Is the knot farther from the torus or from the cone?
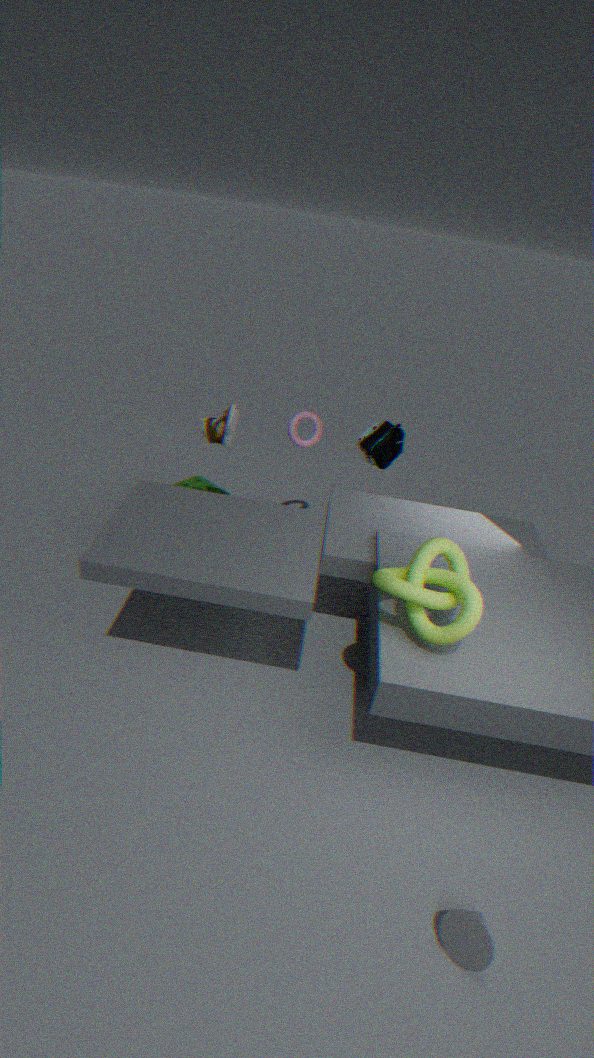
the torus
